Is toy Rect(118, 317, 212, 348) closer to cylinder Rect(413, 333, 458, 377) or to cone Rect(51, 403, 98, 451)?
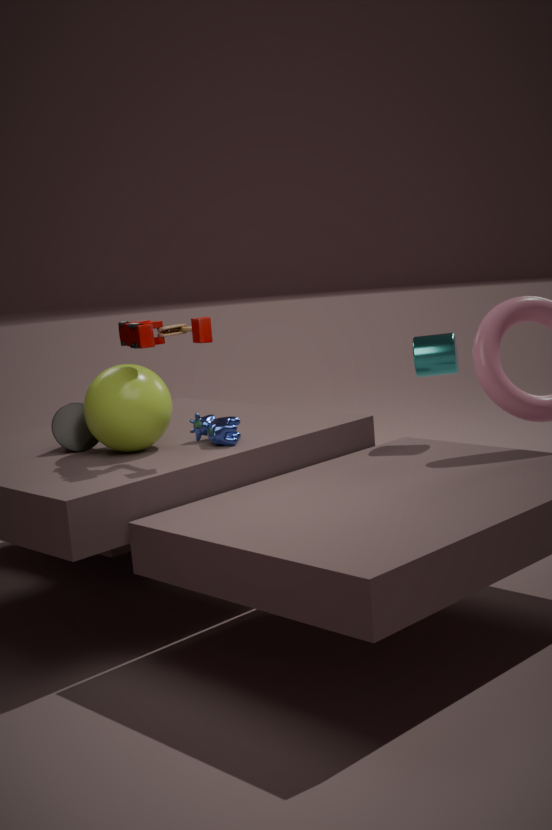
cone Rect(51, 403, 98, 451)
